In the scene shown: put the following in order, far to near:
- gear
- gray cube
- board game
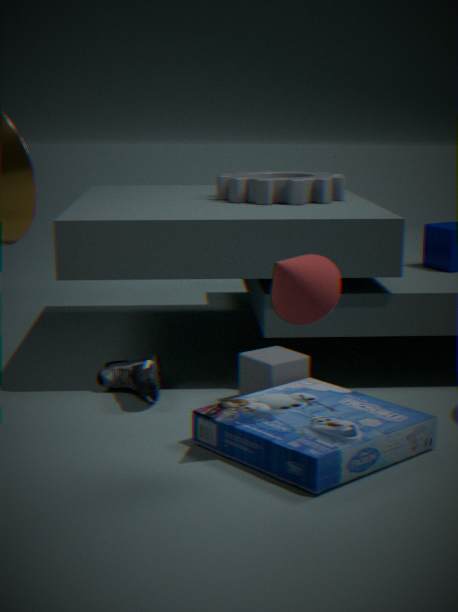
gear → gray cube → board game
